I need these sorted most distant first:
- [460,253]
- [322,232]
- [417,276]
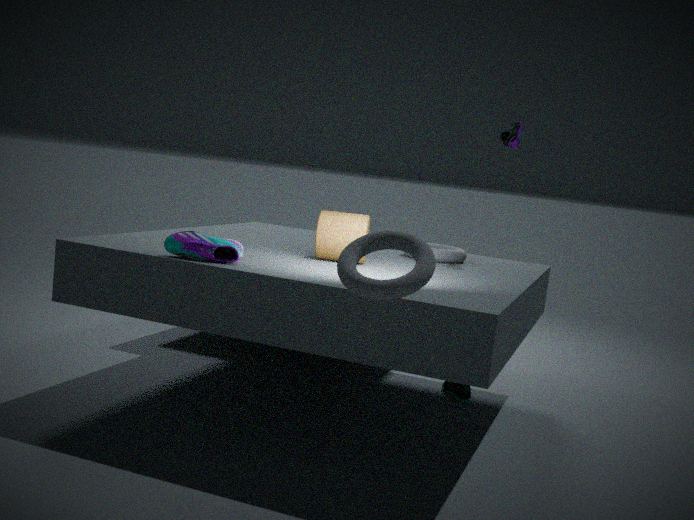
[460,253] → [322,232] → [417,276]
